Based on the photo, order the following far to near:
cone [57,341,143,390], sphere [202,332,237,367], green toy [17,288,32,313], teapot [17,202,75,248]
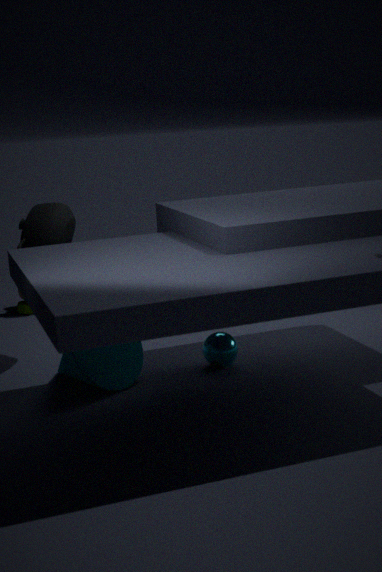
green toy [17,288,32,313], teapot [17,202,75,248], sphere [202,332,237,367], cone [57,341,143,390]
